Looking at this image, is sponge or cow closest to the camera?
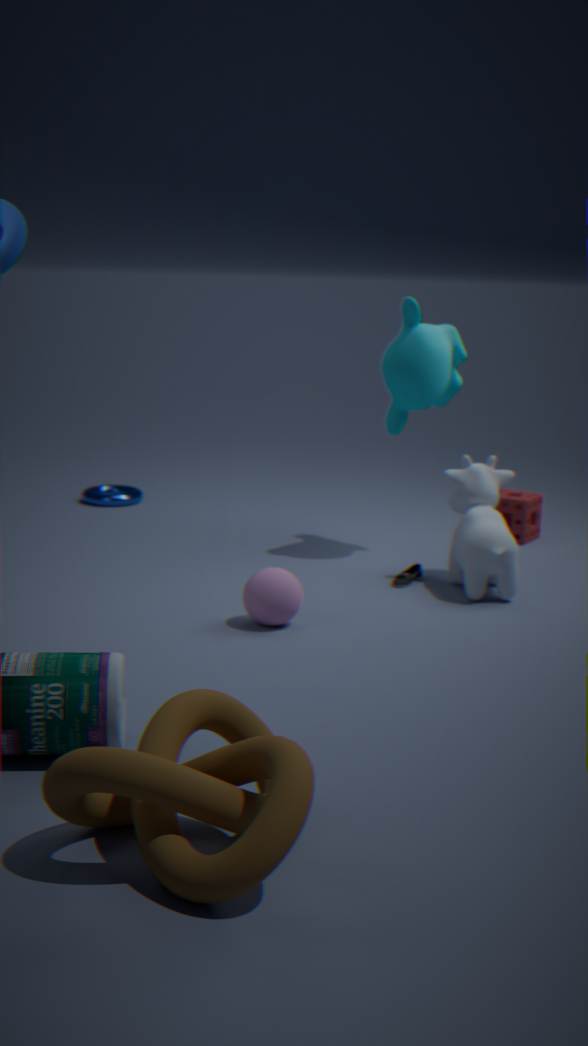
cow
